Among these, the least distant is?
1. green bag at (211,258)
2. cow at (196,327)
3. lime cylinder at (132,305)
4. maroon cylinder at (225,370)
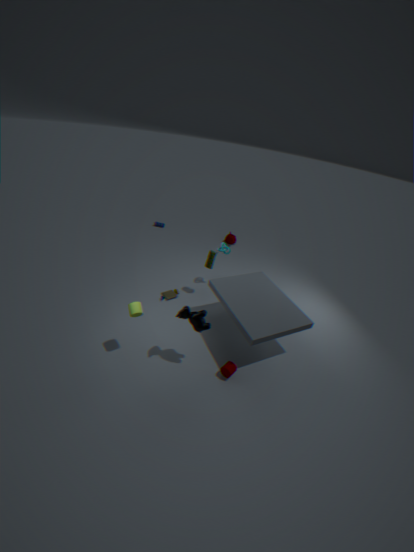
cow at (196,327)
